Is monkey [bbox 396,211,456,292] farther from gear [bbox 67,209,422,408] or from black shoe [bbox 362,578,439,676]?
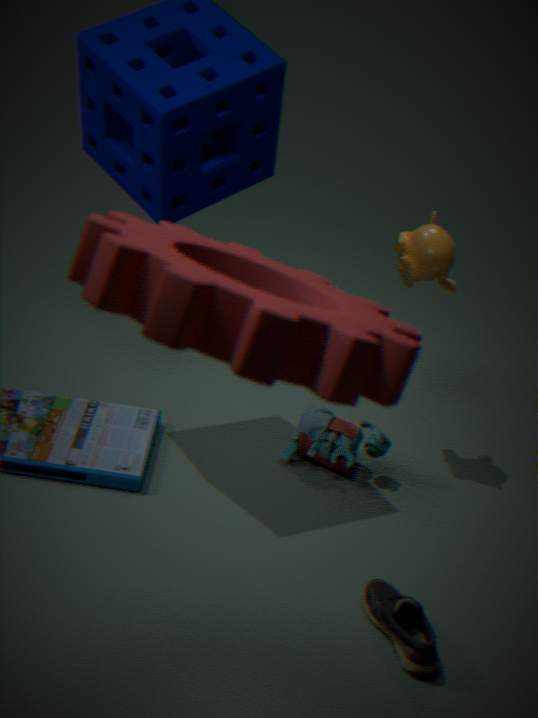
gear [bbox 67,209,422,408]
